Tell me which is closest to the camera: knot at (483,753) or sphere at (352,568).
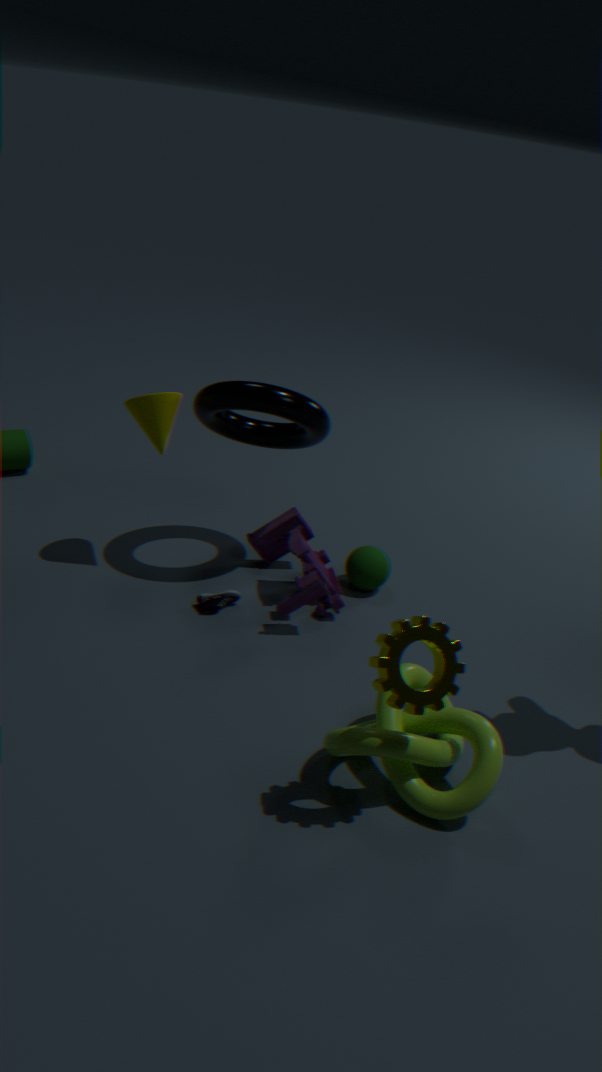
knot at (483,753)
